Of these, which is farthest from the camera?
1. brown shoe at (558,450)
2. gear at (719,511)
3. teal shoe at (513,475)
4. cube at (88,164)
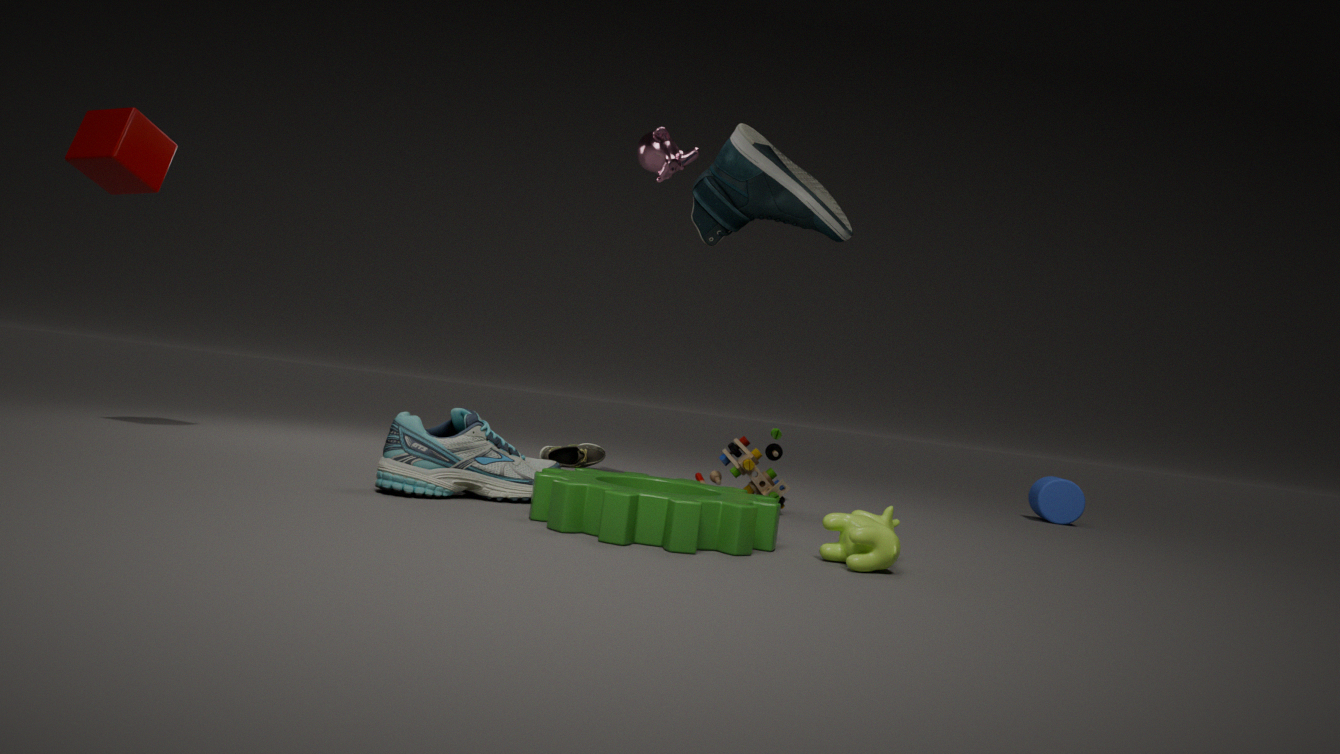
brown shoe at (558,450)
